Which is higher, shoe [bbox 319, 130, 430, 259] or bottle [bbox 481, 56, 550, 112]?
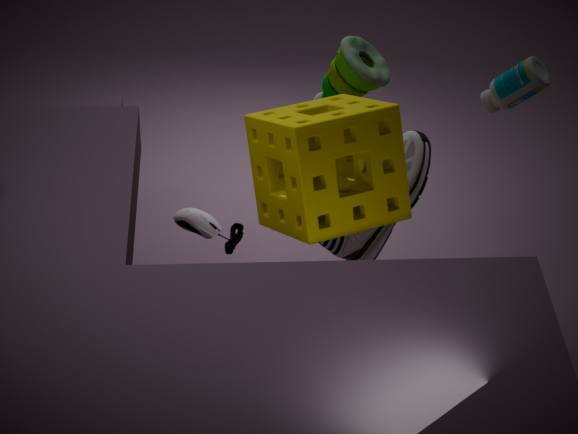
bottle [bbox 481, 56, 550, 112]
